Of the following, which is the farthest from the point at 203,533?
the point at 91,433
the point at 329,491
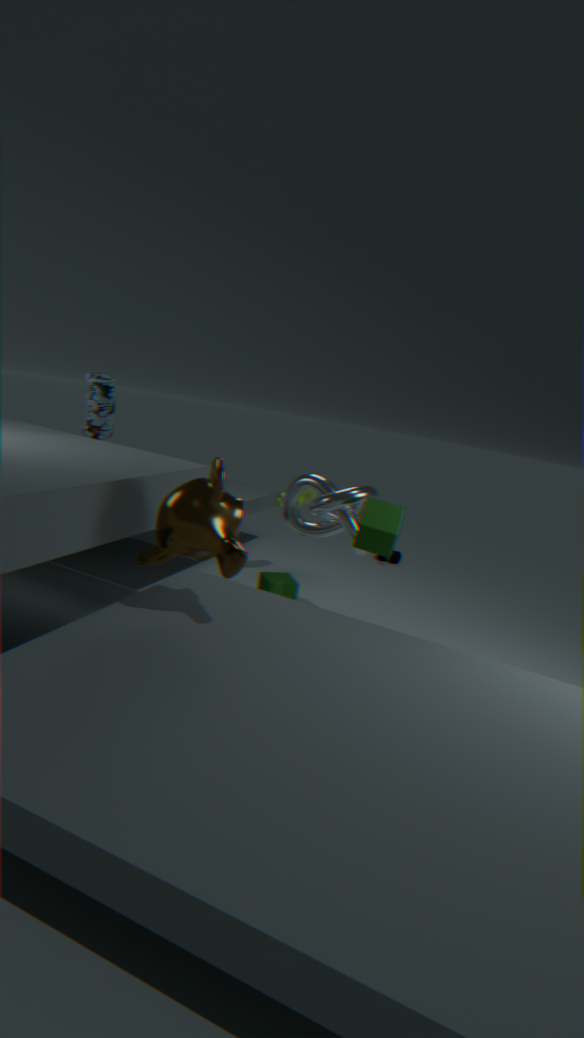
the point at 91,433
